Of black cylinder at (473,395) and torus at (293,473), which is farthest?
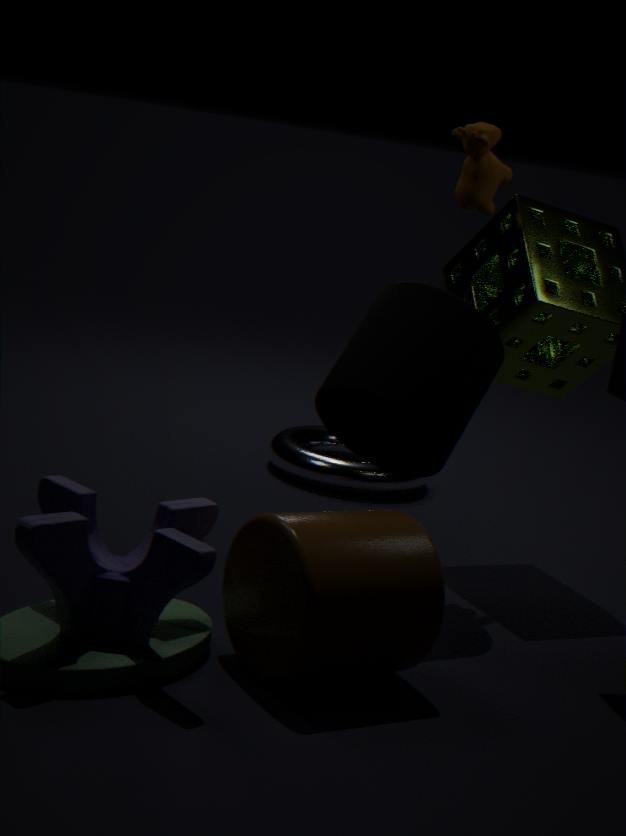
torus at (293,473)
